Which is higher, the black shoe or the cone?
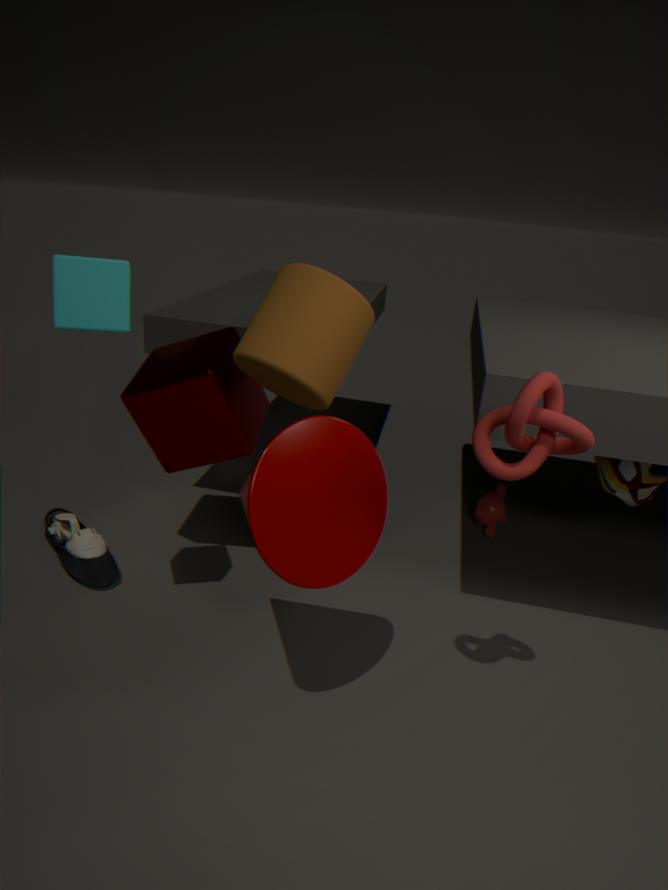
the cone
